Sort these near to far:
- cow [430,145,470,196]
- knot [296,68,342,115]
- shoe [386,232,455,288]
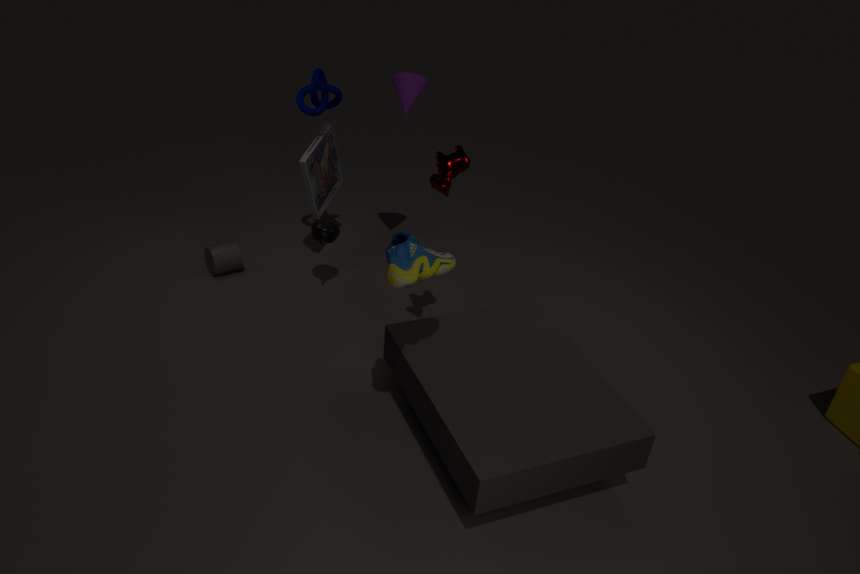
shoe [386,232,455,288] < cow [430,145,470,196] < knot [296,68,342,115]
